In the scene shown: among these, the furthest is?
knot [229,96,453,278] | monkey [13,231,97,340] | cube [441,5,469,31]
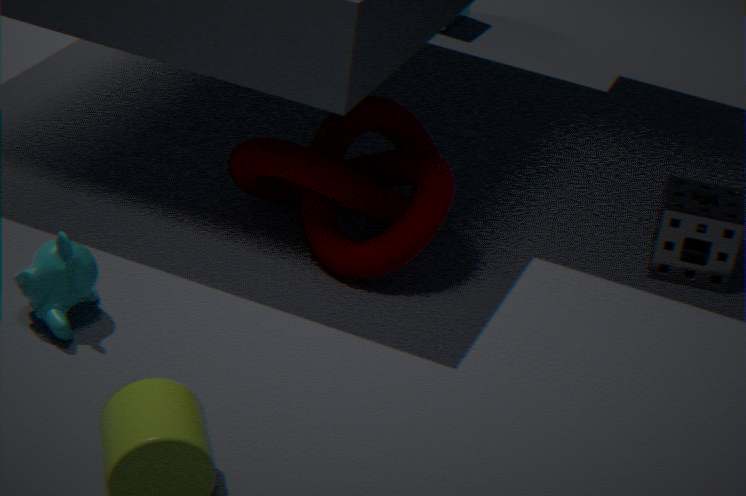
cube [441,5,469,31]
